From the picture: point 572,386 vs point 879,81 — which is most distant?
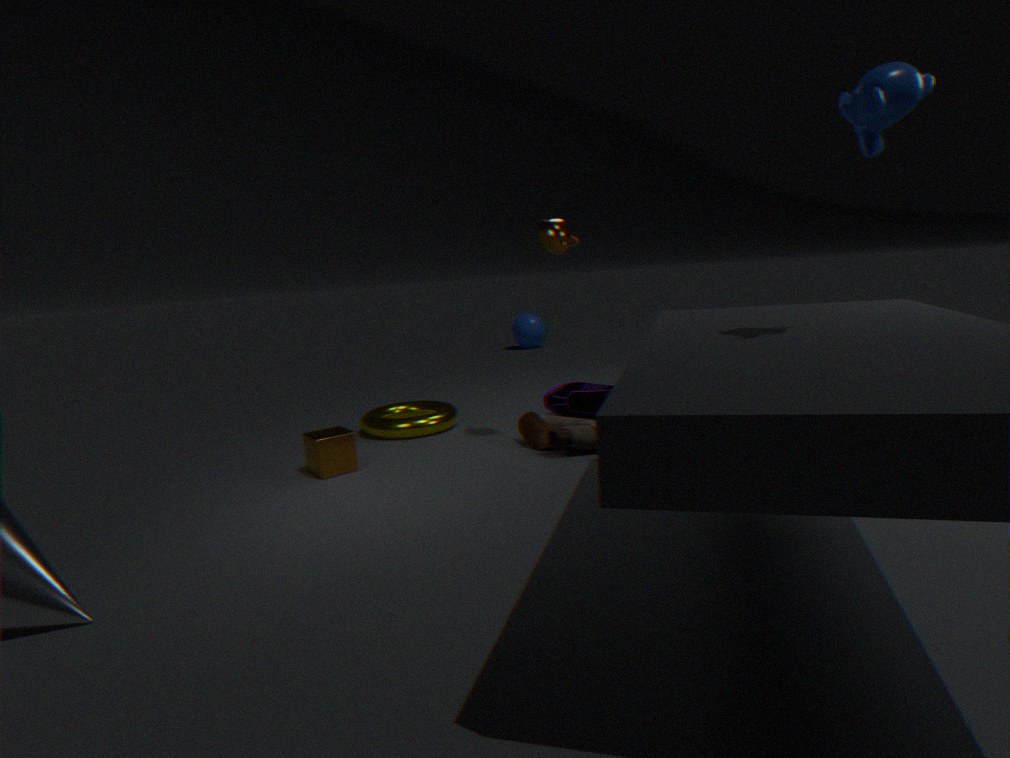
point 572,386
